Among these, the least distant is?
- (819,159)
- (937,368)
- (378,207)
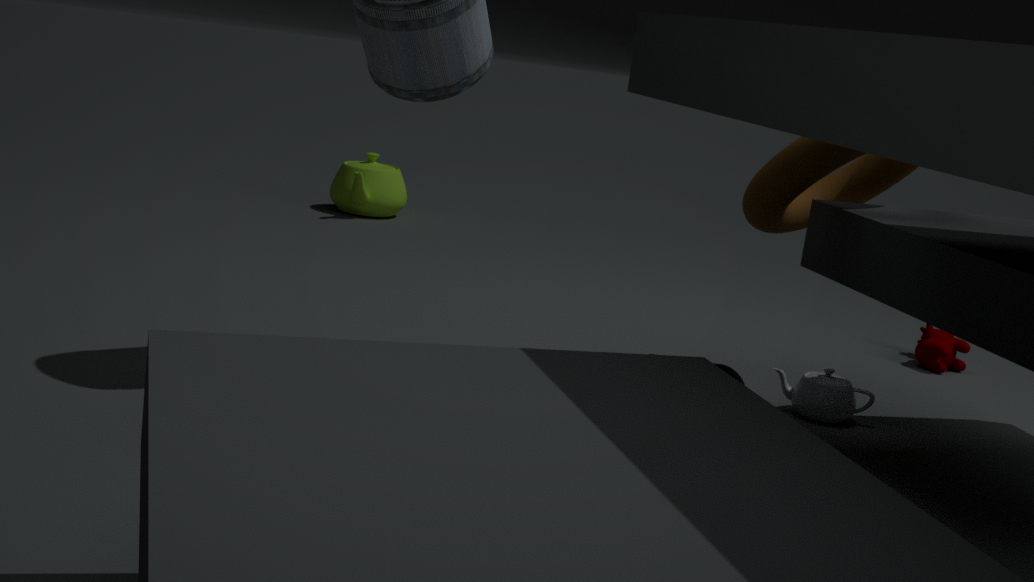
(819,159)
